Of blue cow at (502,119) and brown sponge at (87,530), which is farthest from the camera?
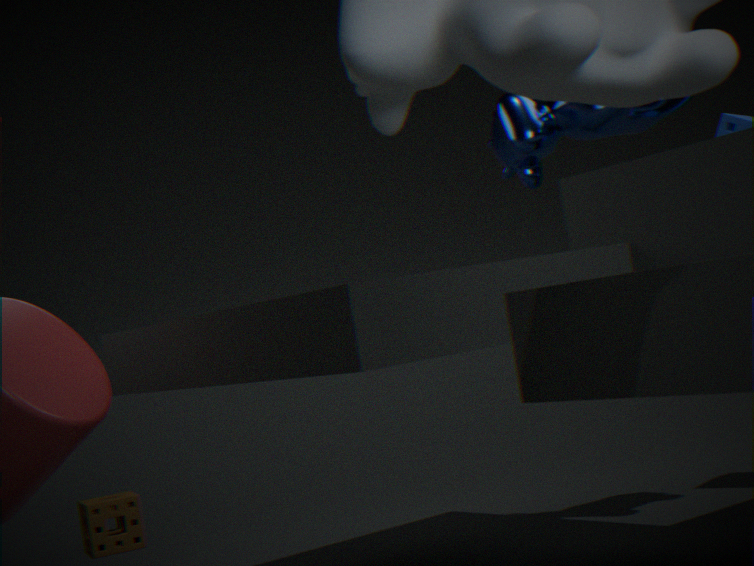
brown sponge at (87,530)
